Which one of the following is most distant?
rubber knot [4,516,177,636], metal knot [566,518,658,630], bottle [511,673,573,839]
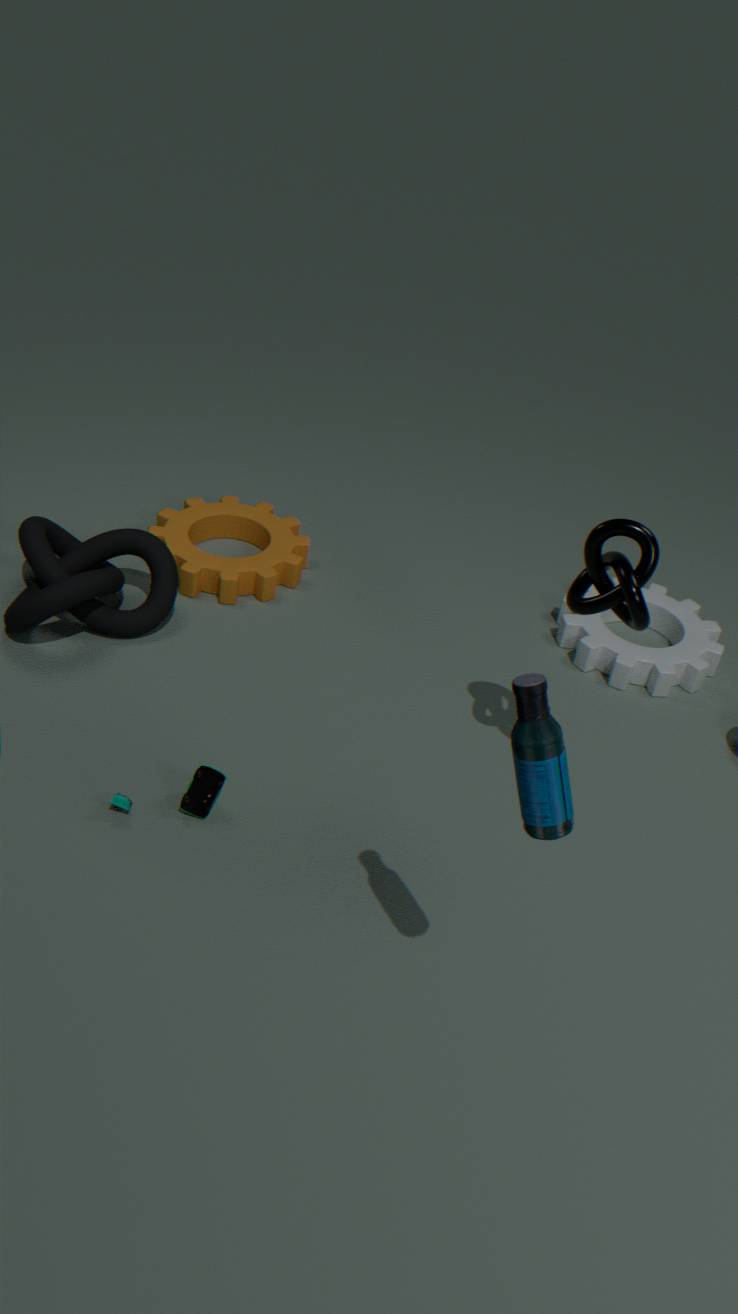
rubber knot [4,516,177,636]
